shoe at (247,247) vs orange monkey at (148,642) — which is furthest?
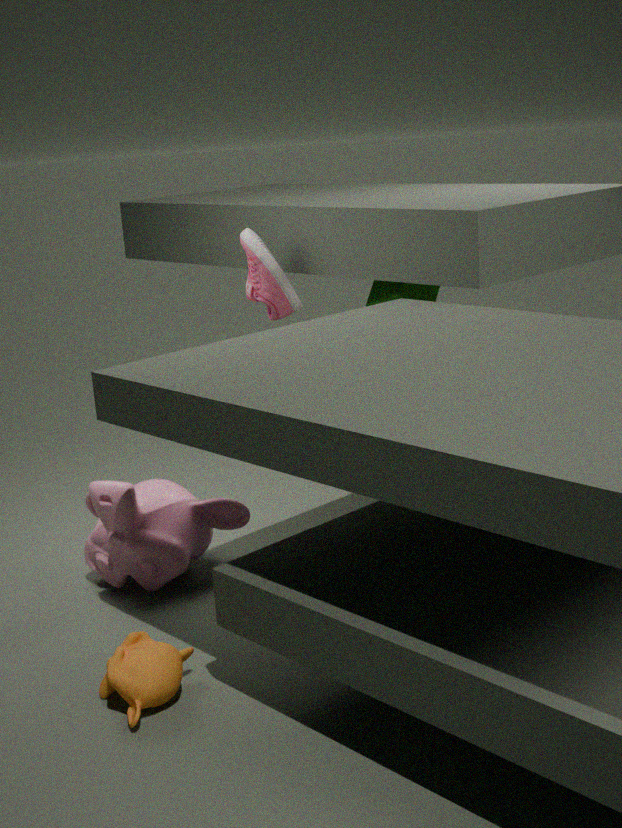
shoe at (247,247)
